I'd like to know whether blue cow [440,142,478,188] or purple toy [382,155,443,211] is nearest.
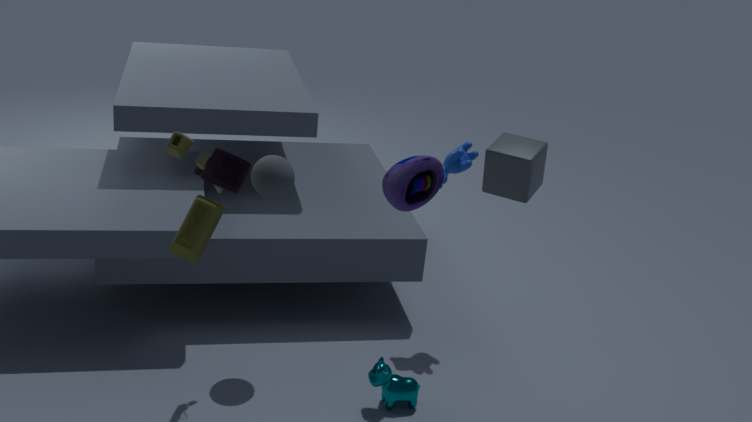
purple toy [382,155,443,211]
